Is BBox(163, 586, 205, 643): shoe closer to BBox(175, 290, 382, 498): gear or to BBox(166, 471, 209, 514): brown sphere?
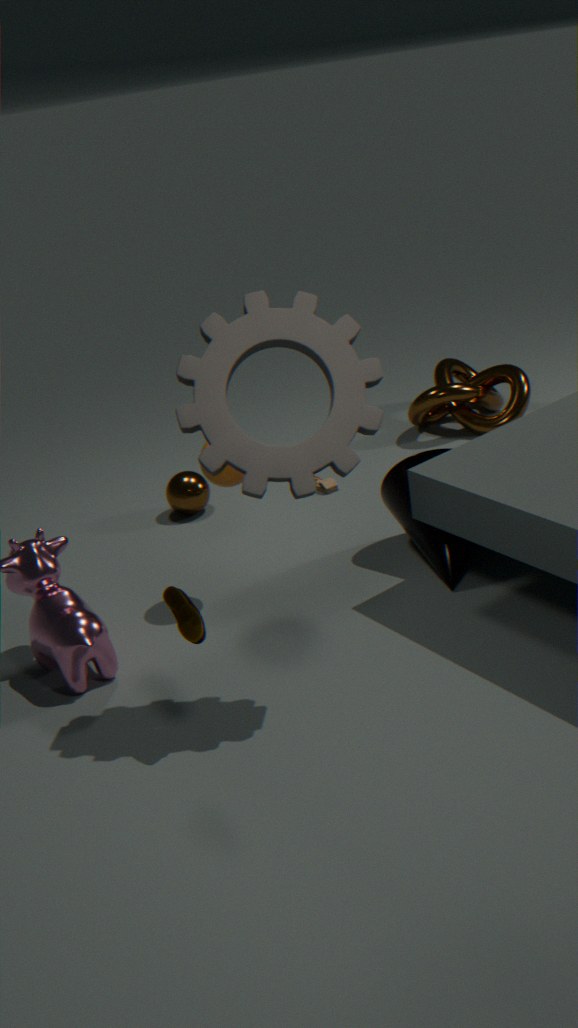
BBox(175, 290, 382, 498): gear
